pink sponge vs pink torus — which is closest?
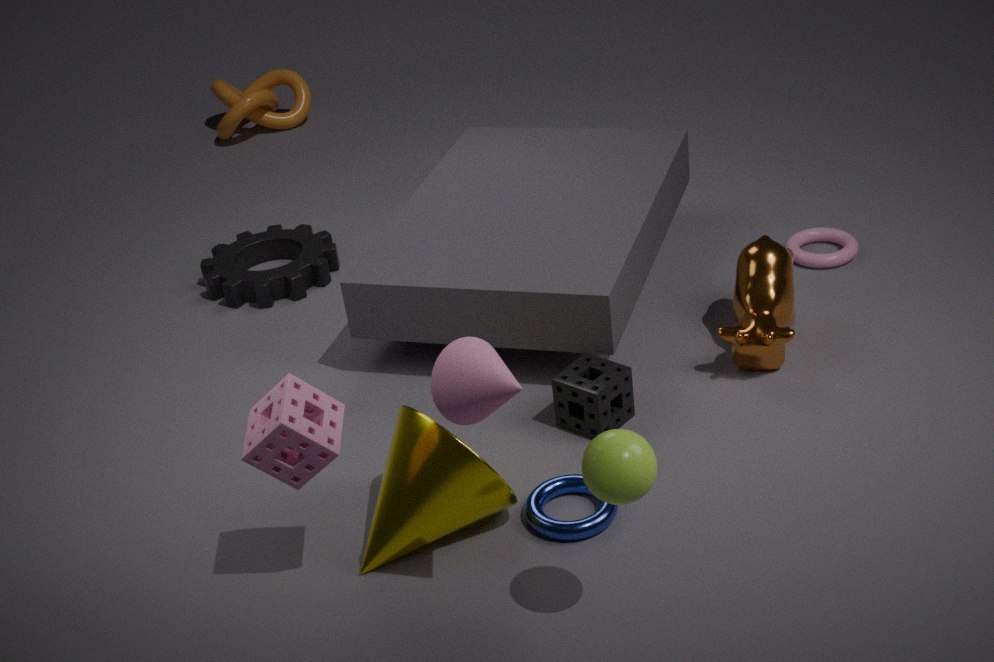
pink sponge
